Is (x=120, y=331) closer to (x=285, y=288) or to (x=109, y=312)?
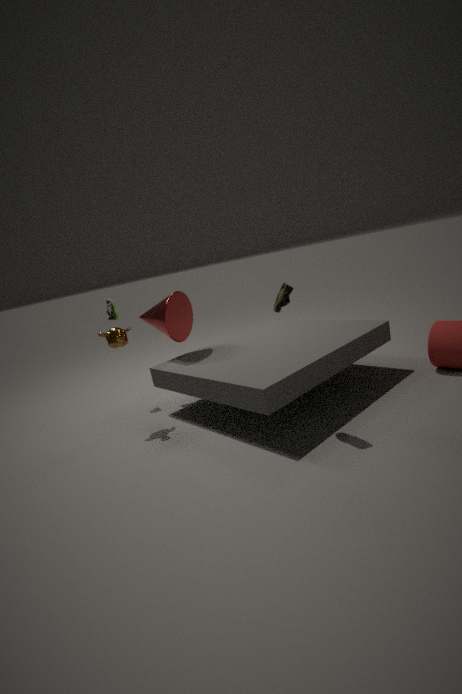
(x=109, y=312)
